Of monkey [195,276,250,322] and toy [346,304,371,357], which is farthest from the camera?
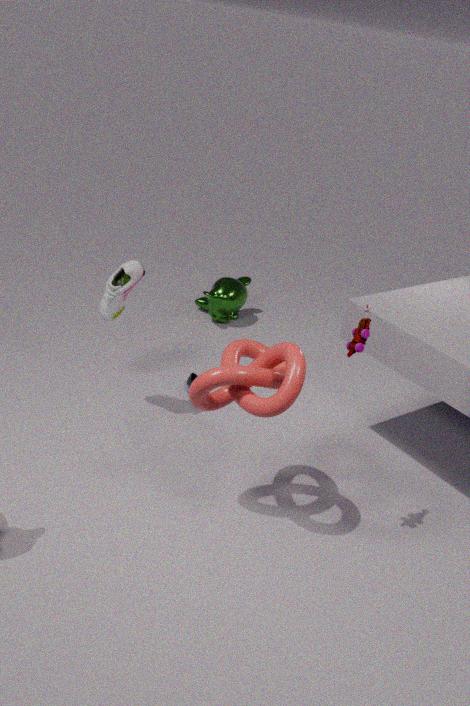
monkey [195,276,250,322]
